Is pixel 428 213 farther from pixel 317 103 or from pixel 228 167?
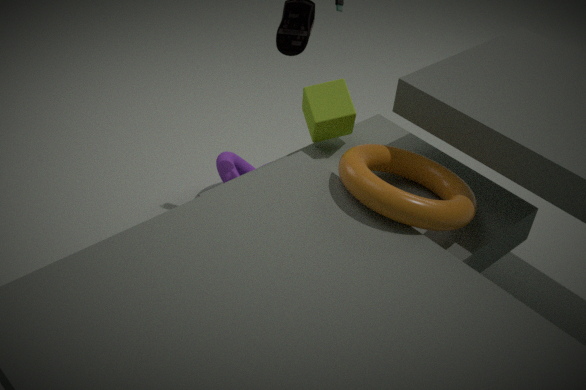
pixel 228 167
